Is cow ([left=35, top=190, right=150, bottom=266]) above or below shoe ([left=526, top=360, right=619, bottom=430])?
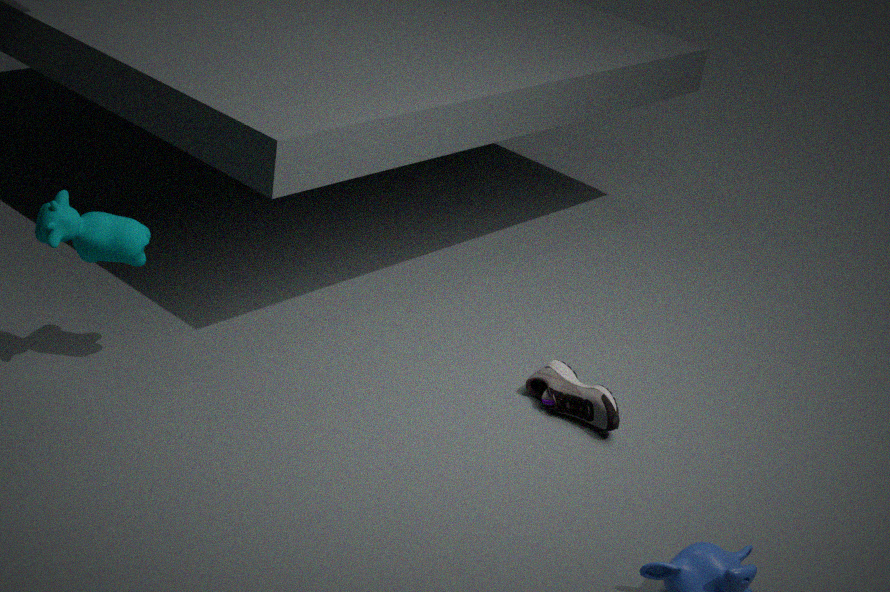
above
